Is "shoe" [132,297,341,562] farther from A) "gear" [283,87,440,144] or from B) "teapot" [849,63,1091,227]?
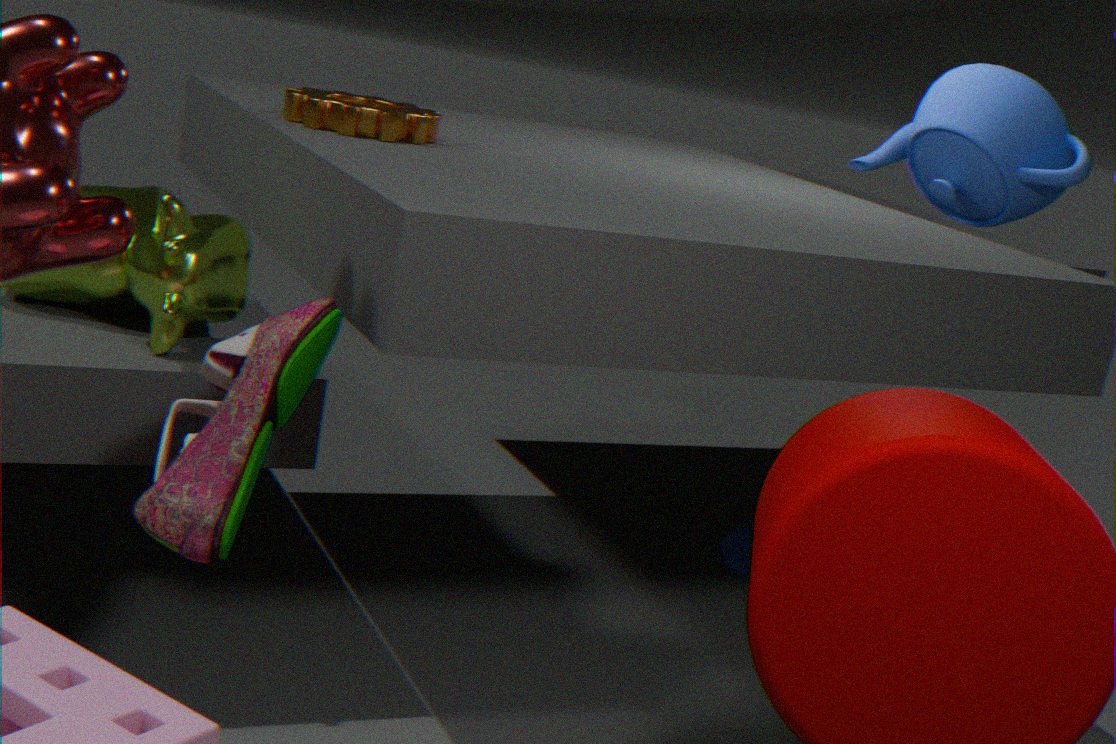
B) "teapot" [849,63,1091,227]
